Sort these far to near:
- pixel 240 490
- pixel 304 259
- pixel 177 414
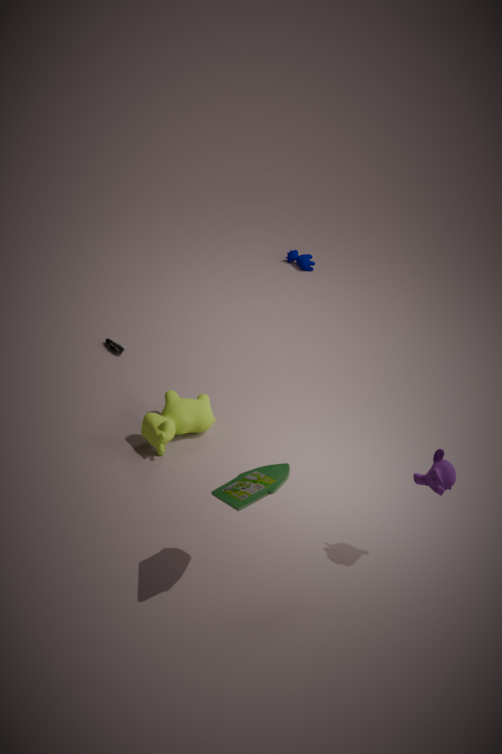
pixel 304 259, pixel 177 414, pixel 240 490
